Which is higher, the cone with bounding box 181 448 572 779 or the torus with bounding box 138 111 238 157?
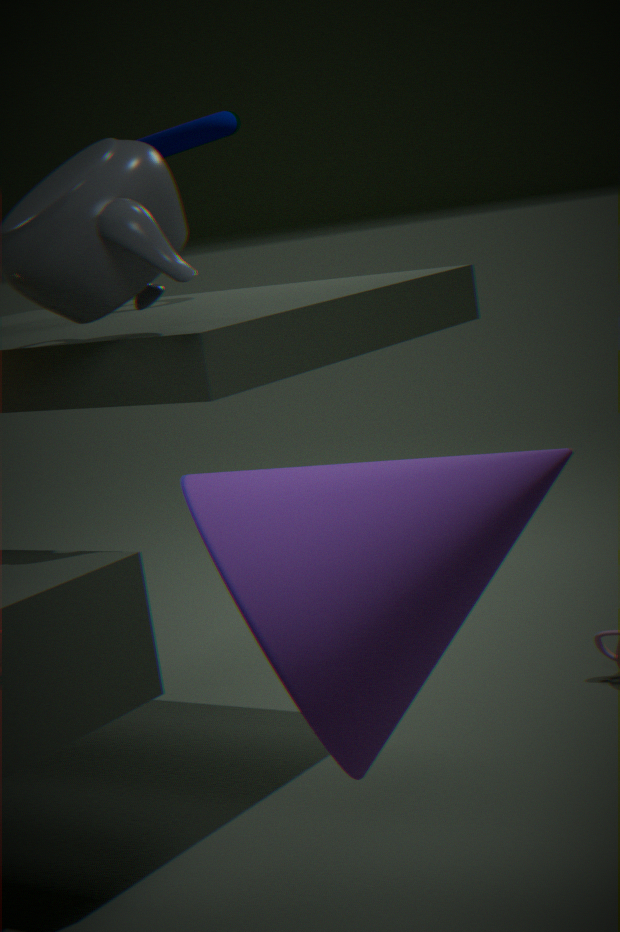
the torus with bounding box 138 111 238 157
